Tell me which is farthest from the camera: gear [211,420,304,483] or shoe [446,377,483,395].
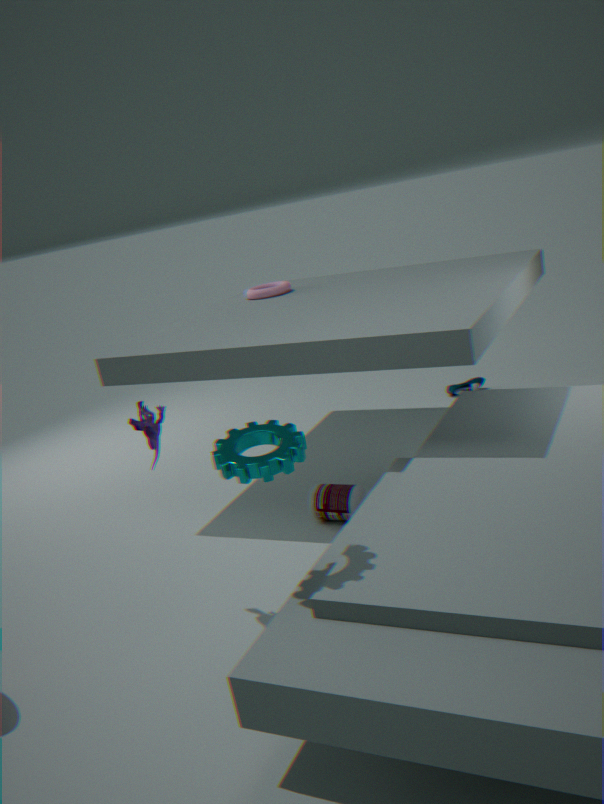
shoe [446,377,483,395]
